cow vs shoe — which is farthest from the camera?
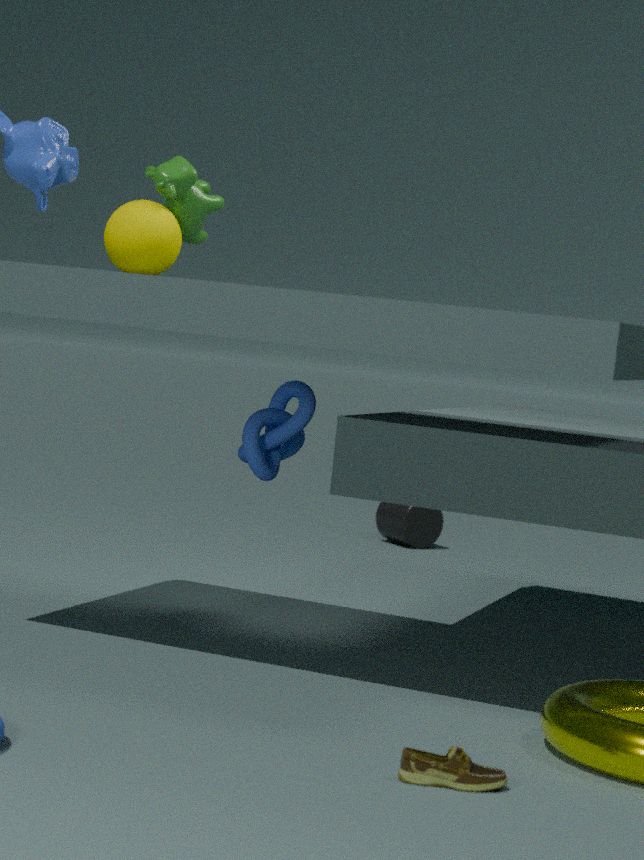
cow
